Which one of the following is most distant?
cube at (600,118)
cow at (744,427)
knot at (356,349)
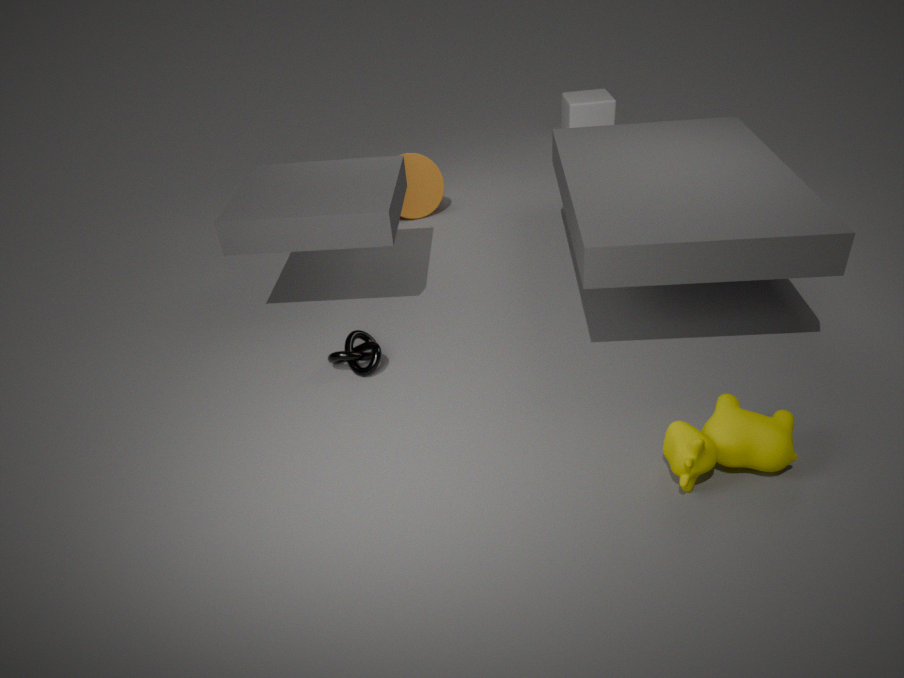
cube at (600,118)
